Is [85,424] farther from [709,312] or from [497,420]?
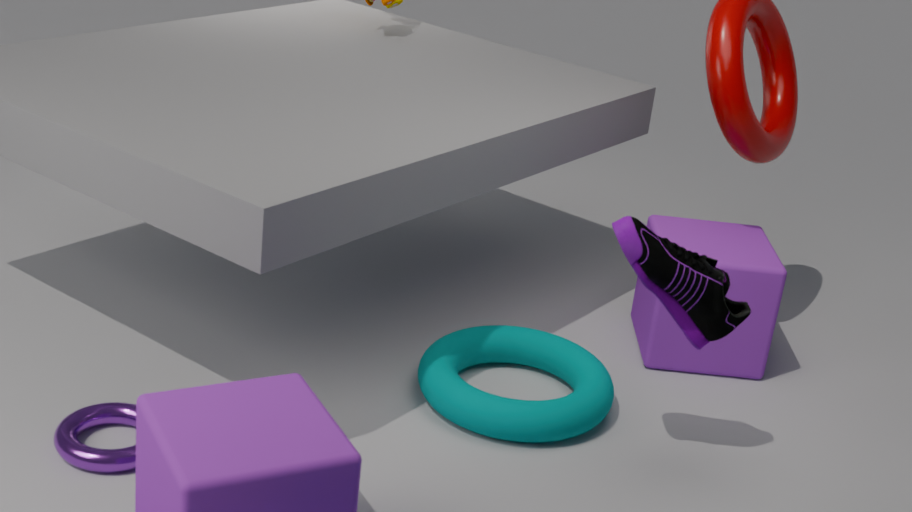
[709,312]
